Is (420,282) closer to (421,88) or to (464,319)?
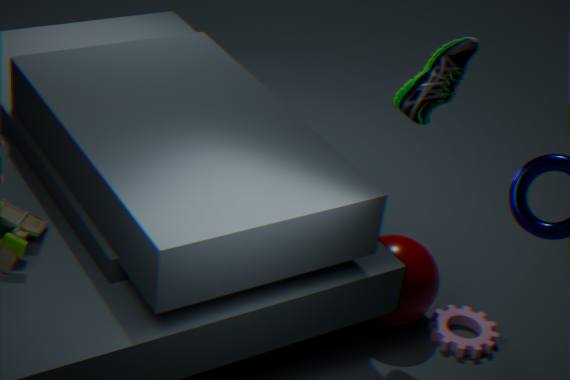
(464,319)
